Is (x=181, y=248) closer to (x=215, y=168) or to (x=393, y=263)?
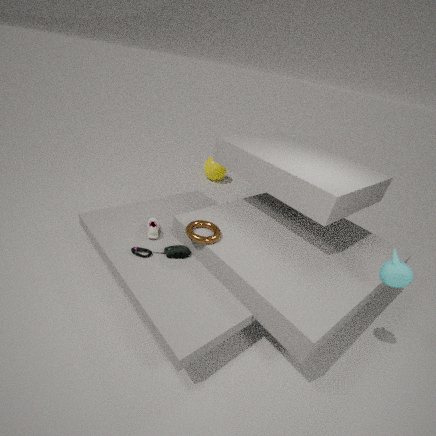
(x=393, y=263)
